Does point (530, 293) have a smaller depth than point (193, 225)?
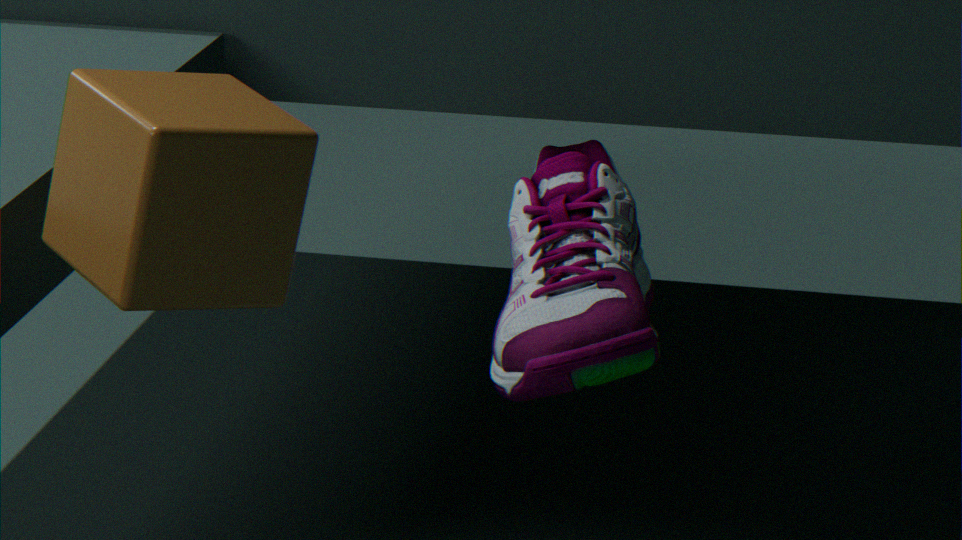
No
